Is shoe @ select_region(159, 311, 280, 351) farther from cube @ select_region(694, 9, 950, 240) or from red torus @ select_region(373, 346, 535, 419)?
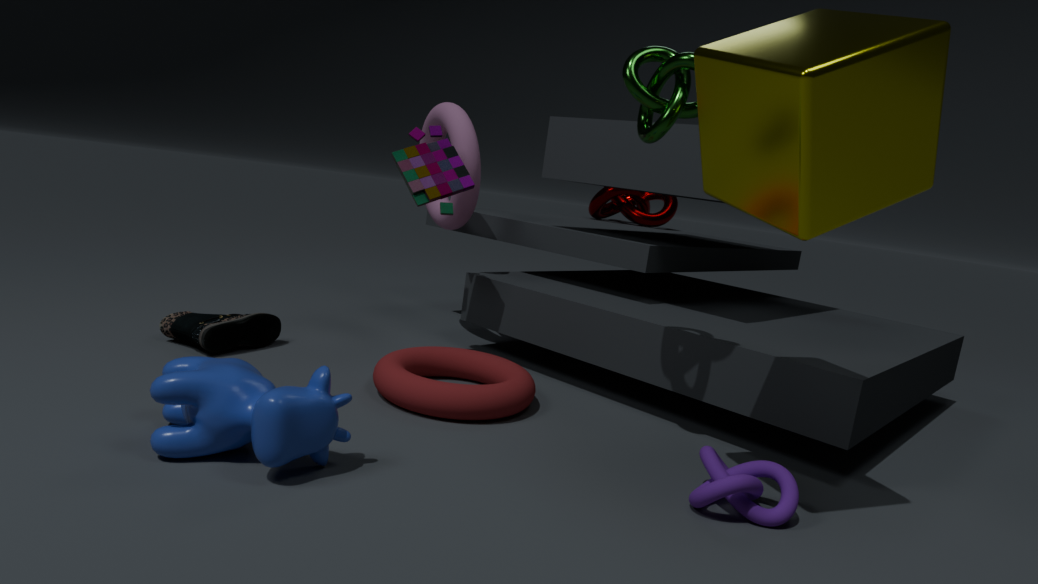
cube @ select_region(694, 9, 950, 240)
